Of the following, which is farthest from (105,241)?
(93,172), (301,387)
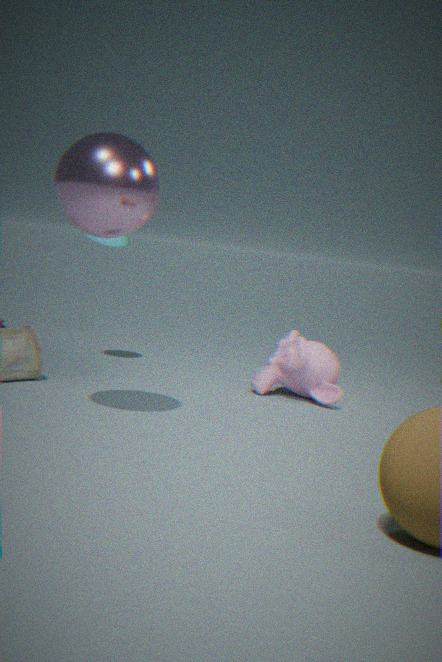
(93,172)
